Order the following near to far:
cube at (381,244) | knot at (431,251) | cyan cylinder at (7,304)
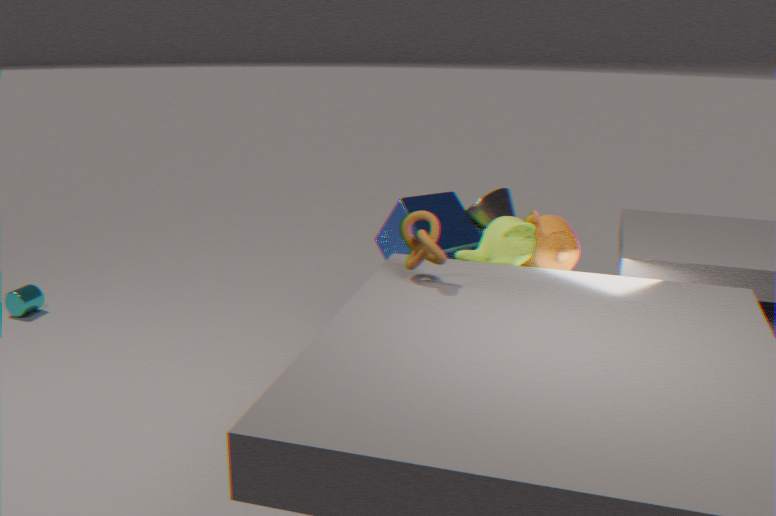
knot at (431,251)
cube at (381,244)
cyan cylinder at (7,304)
